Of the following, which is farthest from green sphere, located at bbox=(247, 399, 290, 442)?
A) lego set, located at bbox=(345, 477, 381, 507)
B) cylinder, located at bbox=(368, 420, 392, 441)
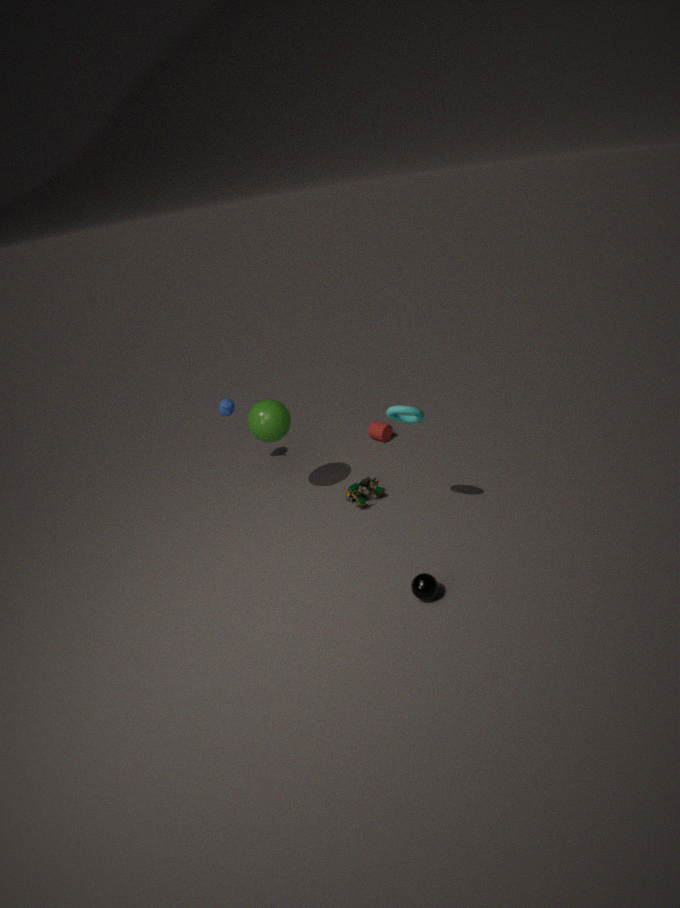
cylinder, located at bbox=(368, 420, 392, 441)
